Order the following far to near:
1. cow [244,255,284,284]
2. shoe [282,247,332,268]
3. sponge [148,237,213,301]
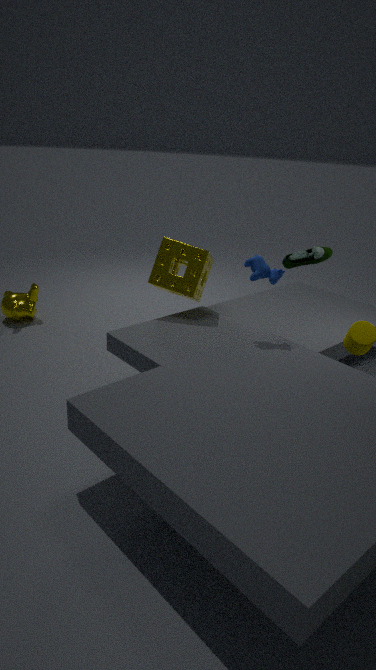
sponge [148,237,213,301]
shoe [282,247,332,268]
cow [244,255,284,284]
